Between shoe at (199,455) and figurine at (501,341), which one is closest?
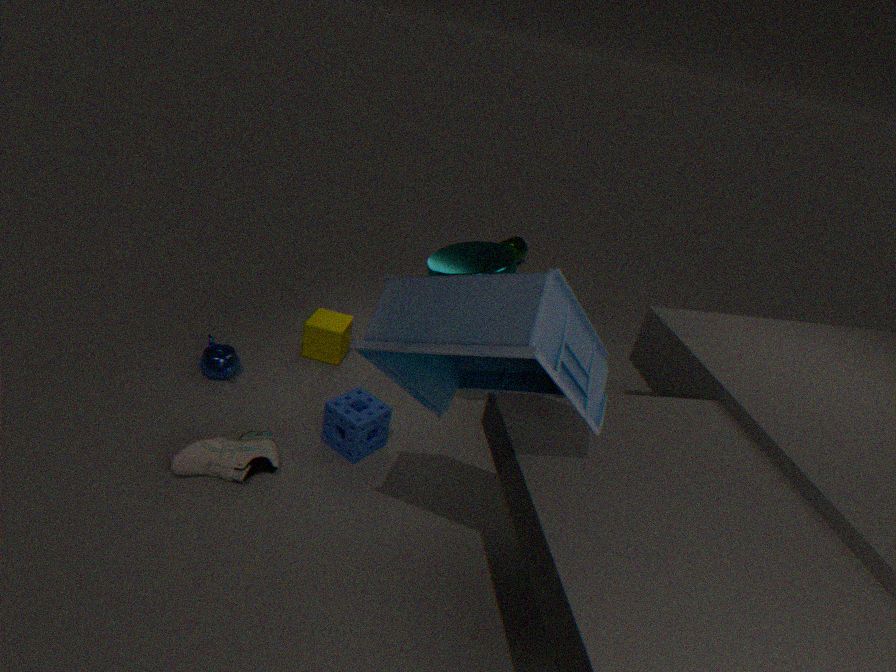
figurine at (501,341)
